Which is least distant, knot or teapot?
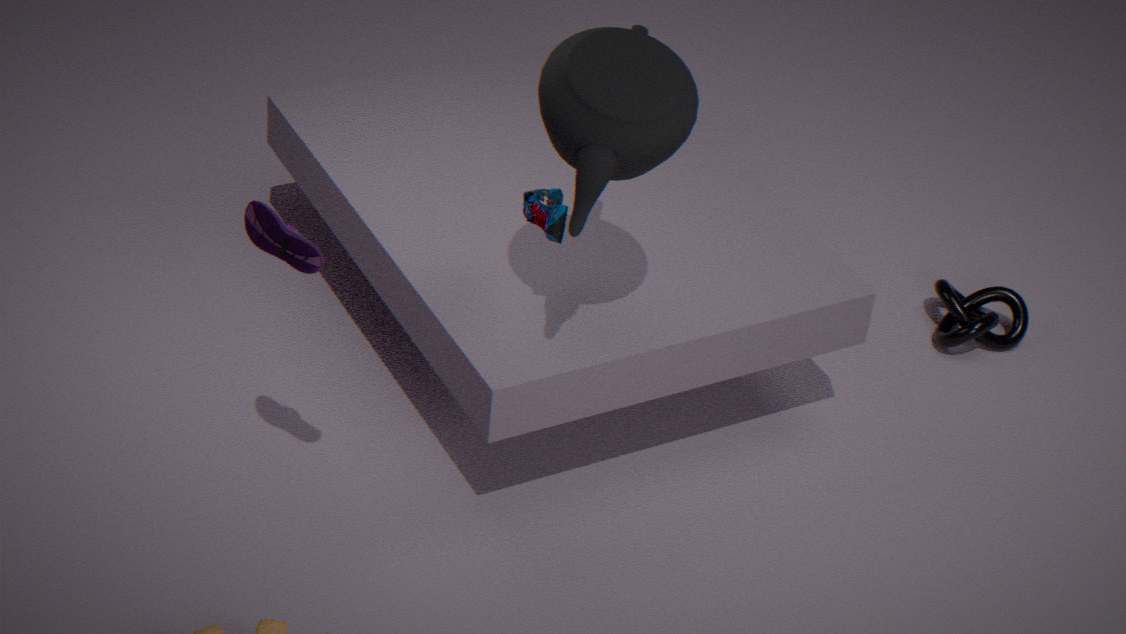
teapot
